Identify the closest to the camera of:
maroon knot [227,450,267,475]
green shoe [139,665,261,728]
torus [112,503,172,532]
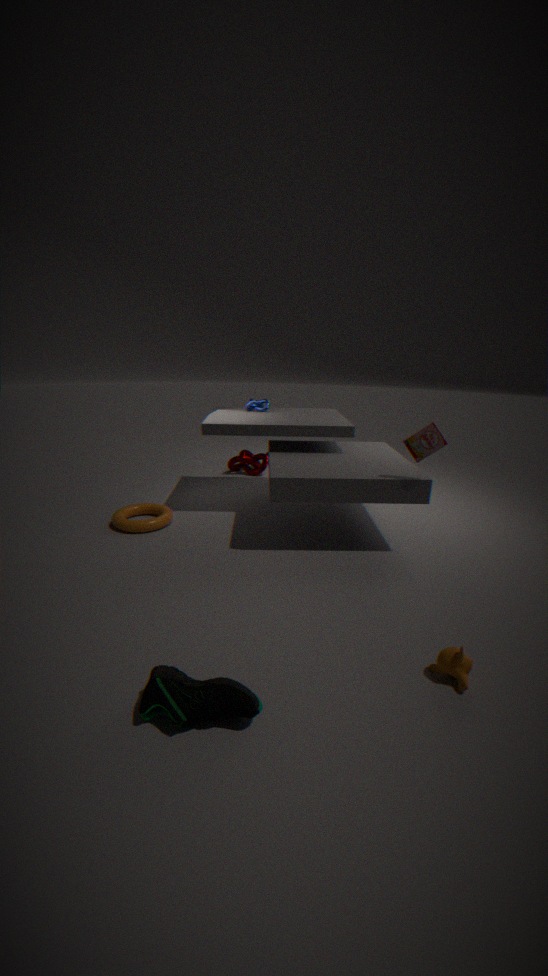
green shoe [139,665,261,728]
